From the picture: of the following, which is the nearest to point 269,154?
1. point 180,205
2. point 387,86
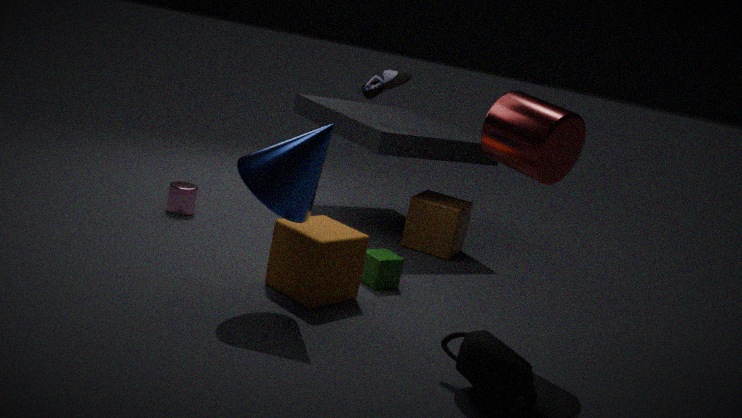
point 387,86
